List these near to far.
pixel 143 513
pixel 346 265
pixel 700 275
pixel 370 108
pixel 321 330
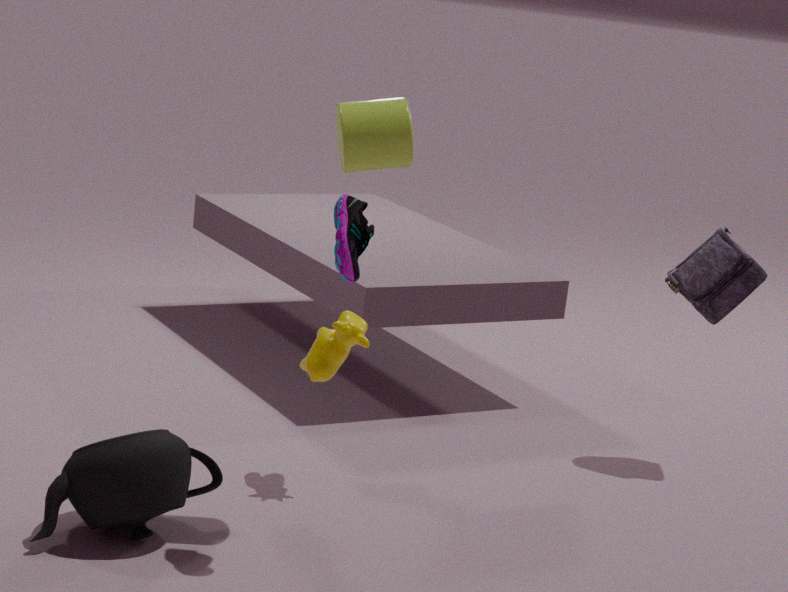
pixel 346 265 → pixel 143 513 → pixel 370 108 → pixel 321 330 → pixel 700 275
